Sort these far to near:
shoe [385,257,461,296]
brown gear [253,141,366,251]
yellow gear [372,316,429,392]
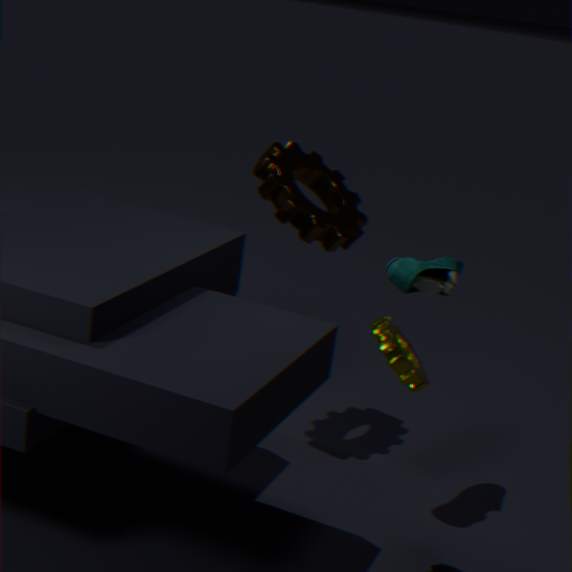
brown gear [253,141,366,251], shoe [385,257,461,296], yellow gear [372,316,429,392]
